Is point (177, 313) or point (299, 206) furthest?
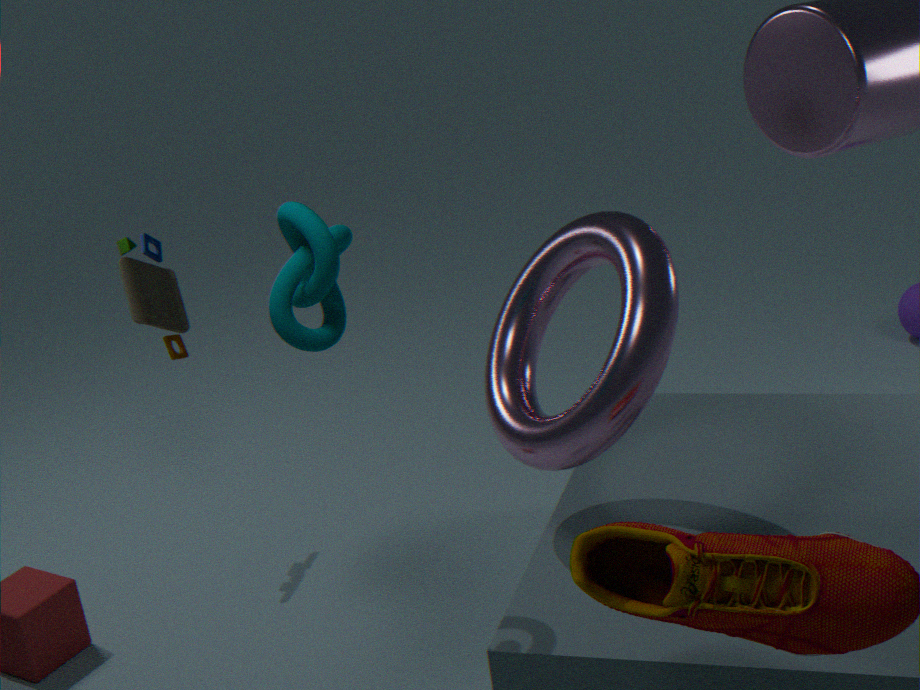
point (177, 313)
